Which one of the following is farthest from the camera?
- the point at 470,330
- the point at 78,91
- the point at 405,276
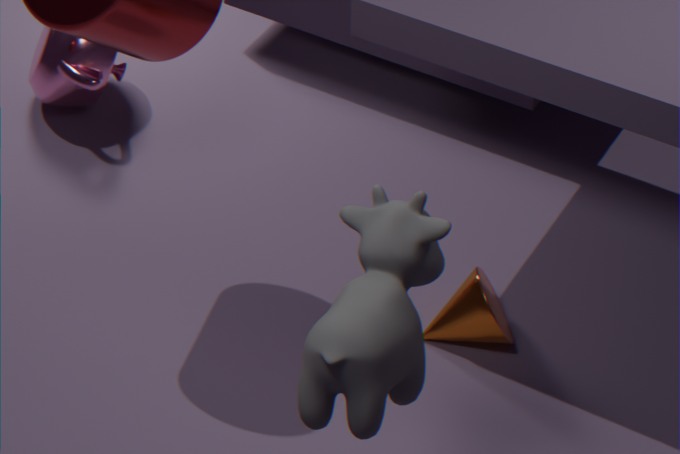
the point at 78,91
